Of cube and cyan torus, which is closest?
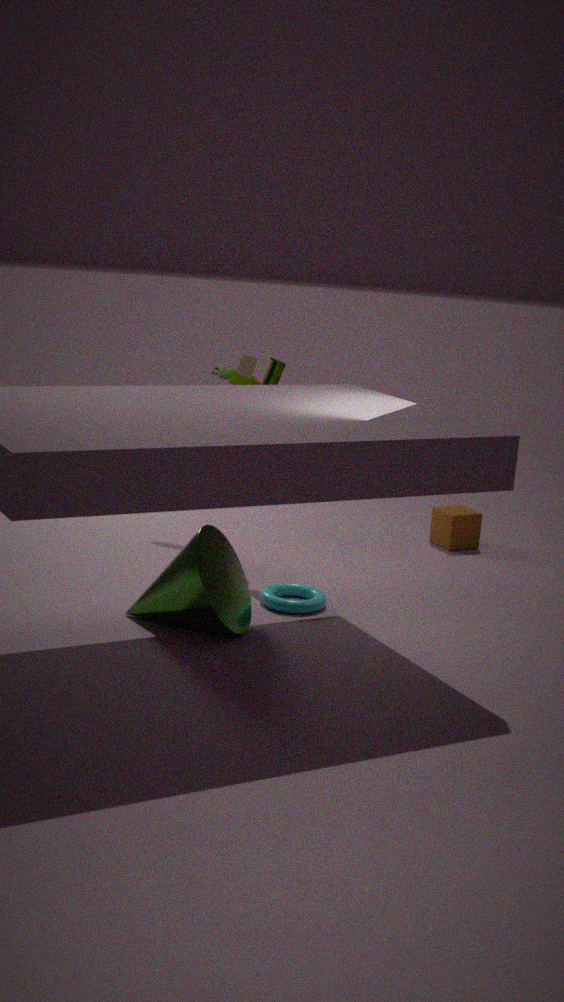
cyan torus
